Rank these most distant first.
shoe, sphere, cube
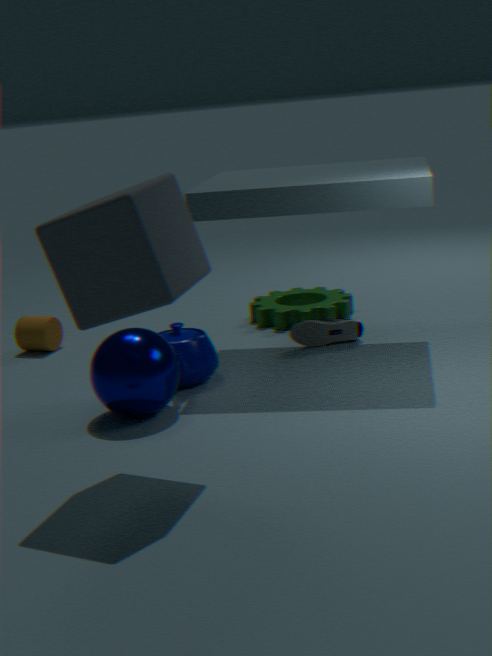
1. shoe
2. sphere
3. cube
